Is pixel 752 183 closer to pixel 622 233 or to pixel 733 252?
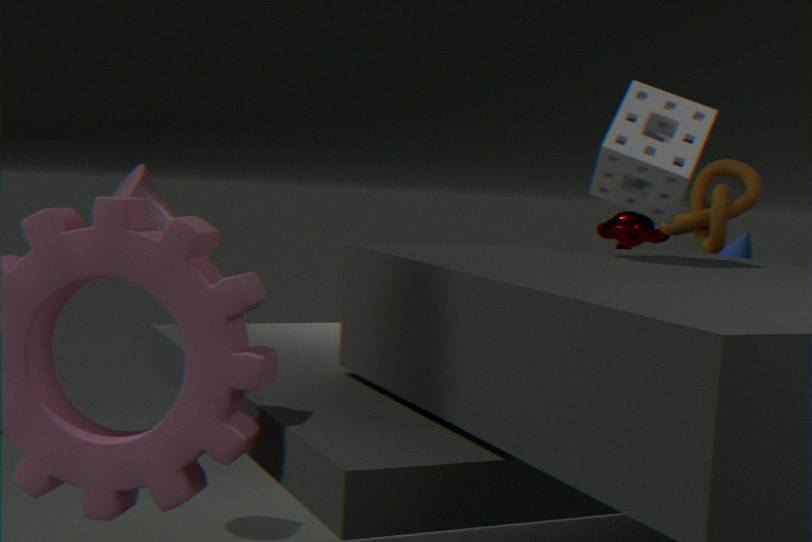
pixel 733 252
